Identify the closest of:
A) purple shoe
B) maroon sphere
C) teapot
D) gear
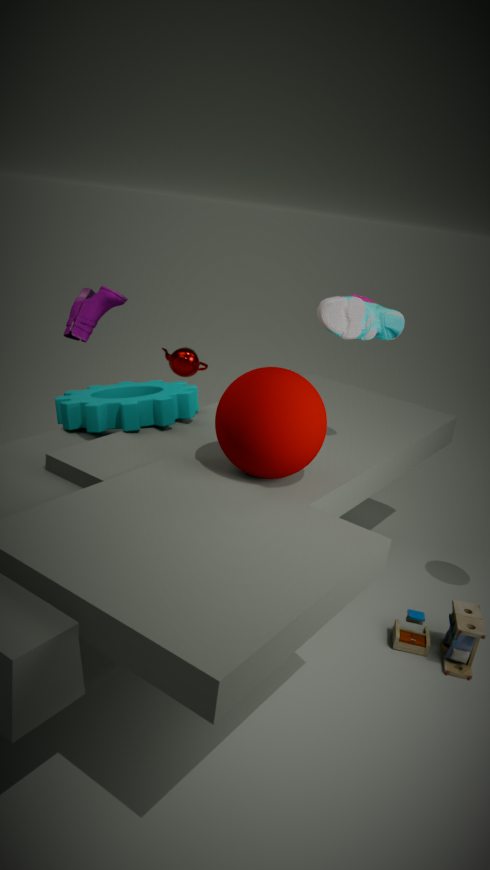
maroon sphere
